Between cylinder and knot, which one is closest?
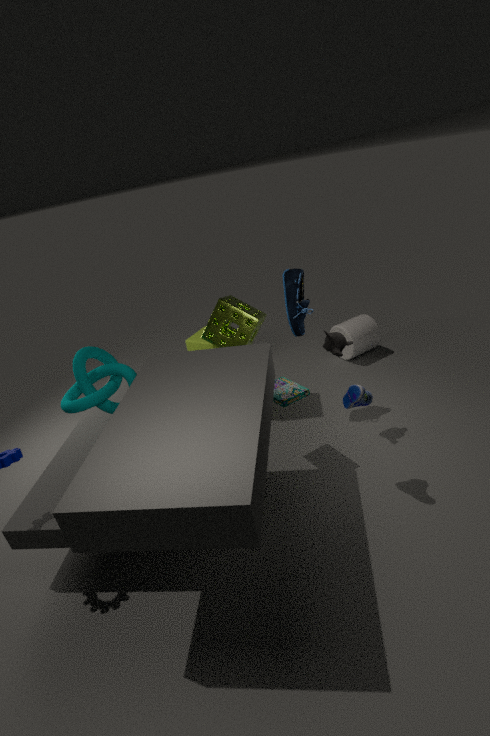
knot
